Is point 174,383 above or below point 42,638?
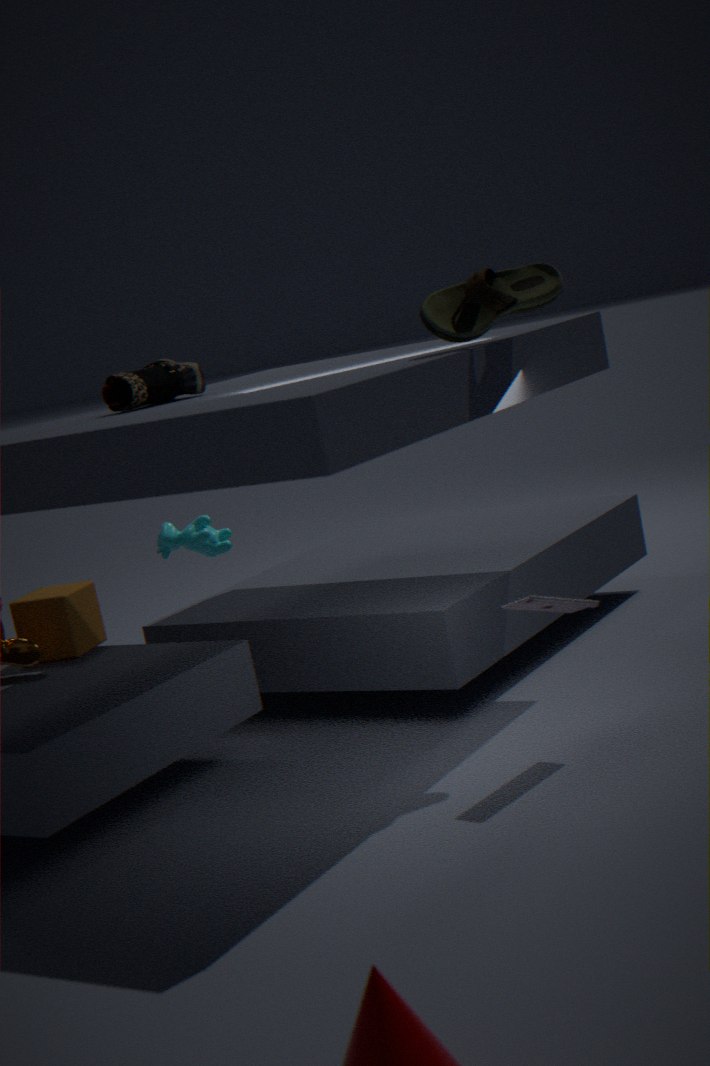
above
